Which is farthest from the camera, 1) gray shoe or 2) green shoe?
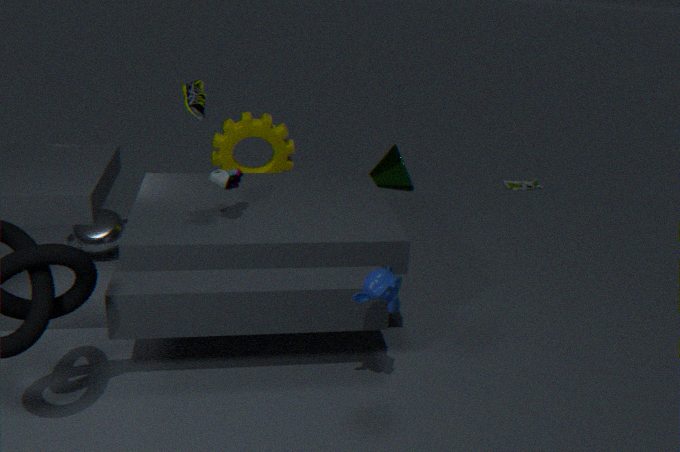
2. green shoe
